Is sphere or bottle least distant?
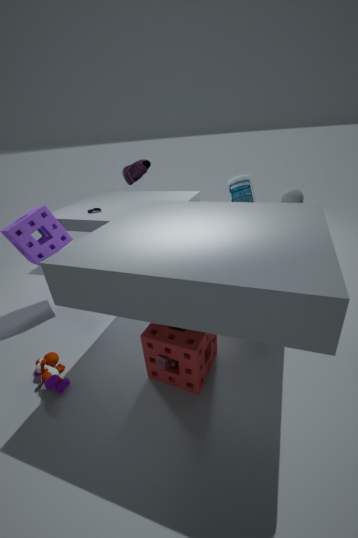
sphere
